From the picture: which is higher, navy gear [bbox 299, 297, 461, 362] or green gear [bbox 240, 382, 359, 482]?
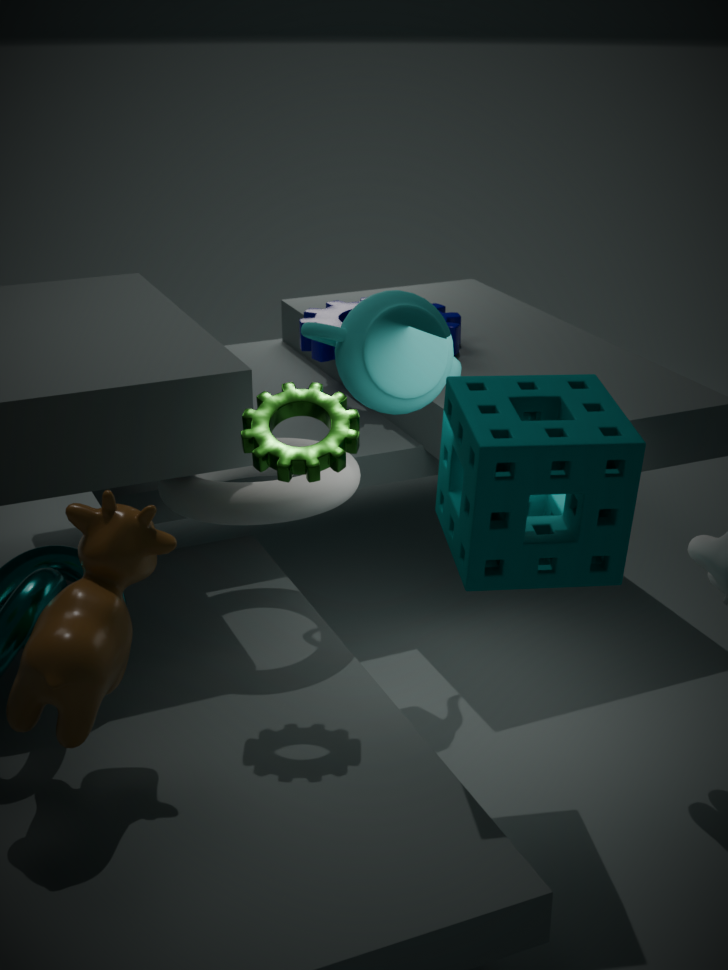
green gear [bbox 240, 382, 359, 482]
